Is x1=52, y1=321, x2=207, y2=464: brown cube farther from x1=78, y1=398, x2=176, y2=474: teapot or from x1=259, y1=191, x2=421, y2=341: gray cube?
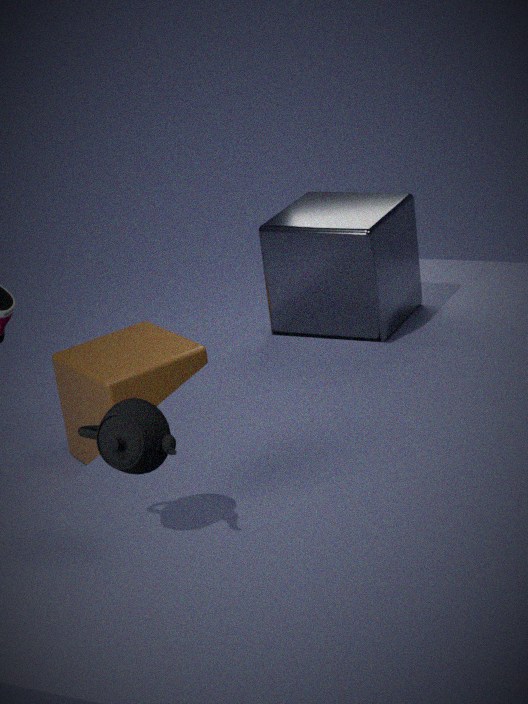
x1=78, y1=398, x2=176, y2=474: teapot
